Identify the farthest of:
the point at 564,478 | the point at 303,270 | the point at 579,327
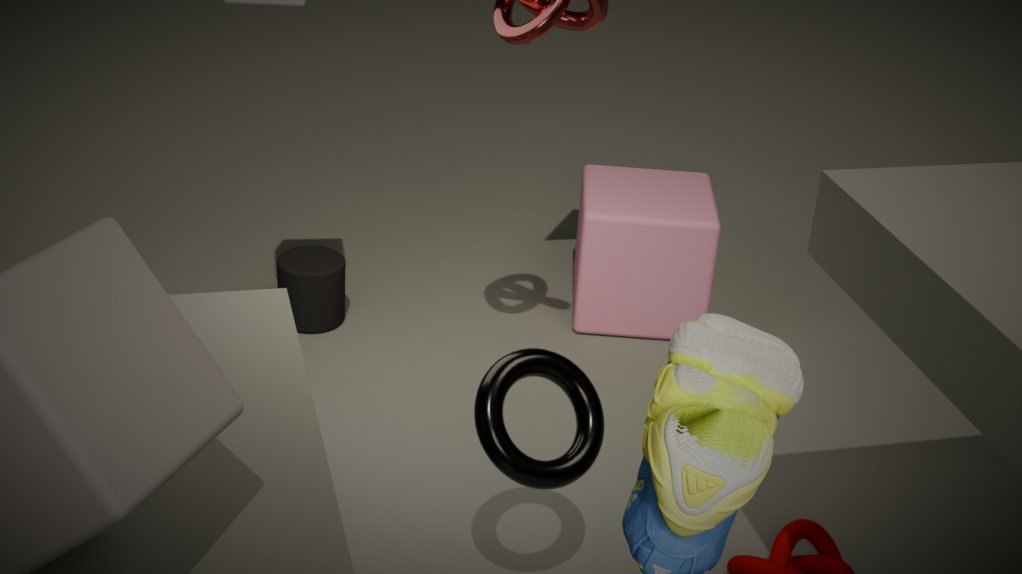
the point at 579,327
